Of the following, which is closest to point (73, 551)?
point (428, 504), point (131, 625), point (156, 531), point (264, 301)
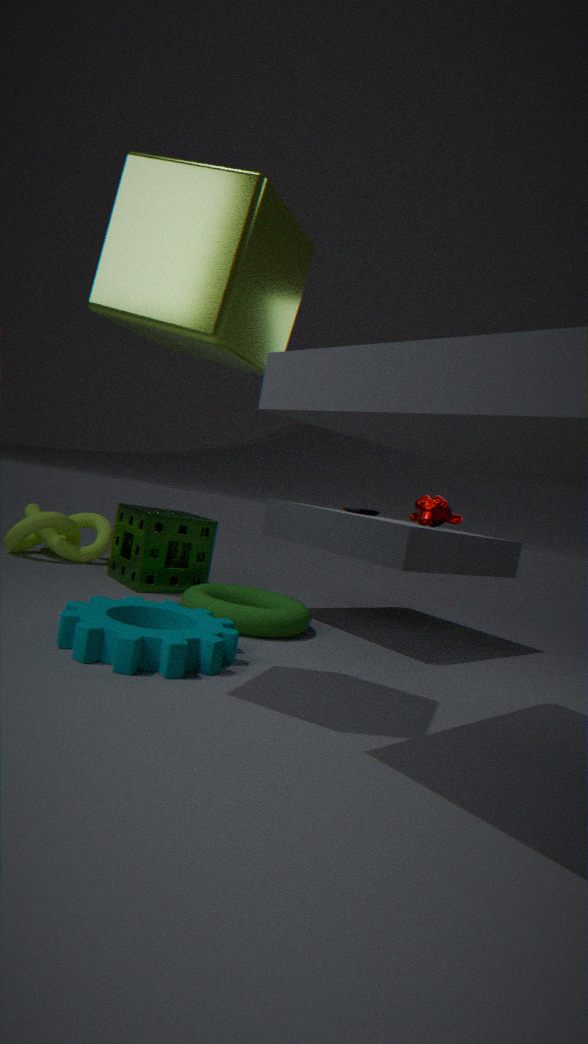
point (156, 531)
